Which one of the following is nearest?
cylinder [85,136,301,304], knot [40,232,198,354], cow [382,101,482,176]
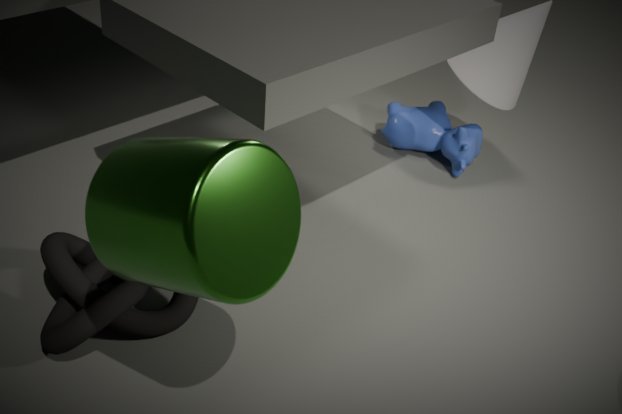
cylinder [85,136,301,304]
